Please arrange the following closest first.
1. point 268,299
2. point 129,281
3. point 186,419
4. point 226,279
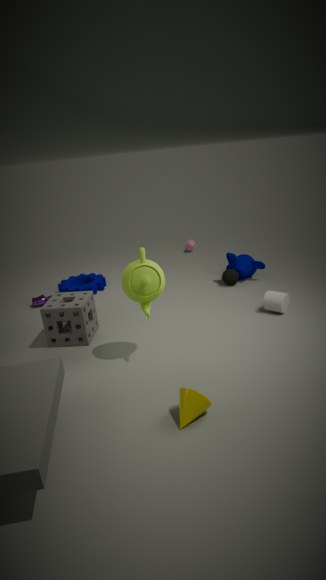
point 186,419, point 129,281, point 268,299, point 226,279
